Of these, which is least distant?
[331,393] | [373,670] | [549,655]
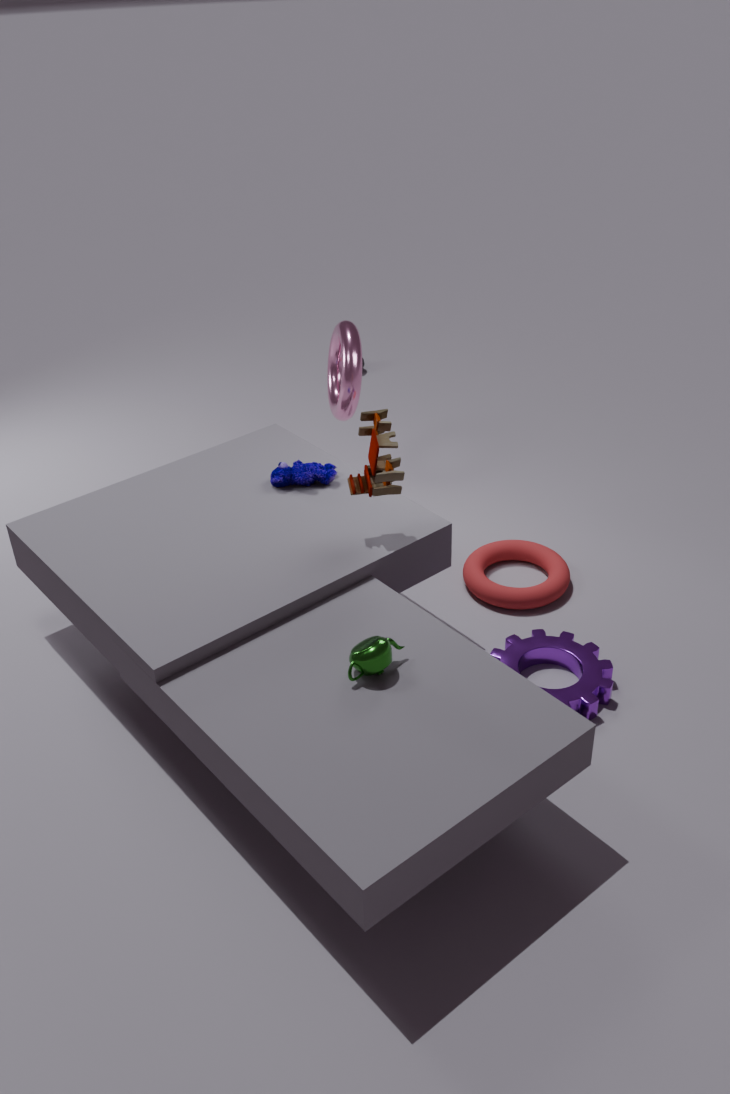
[373,670]
